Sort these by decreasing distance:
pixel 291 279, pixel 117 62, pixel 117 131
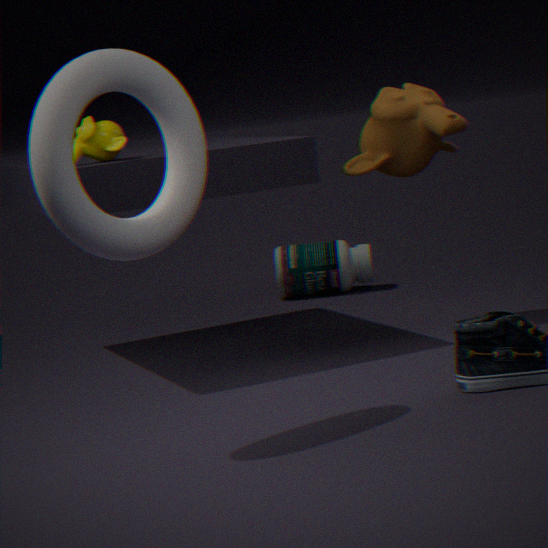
pixel 291 279, pixel 117 131, pixel 117 62
